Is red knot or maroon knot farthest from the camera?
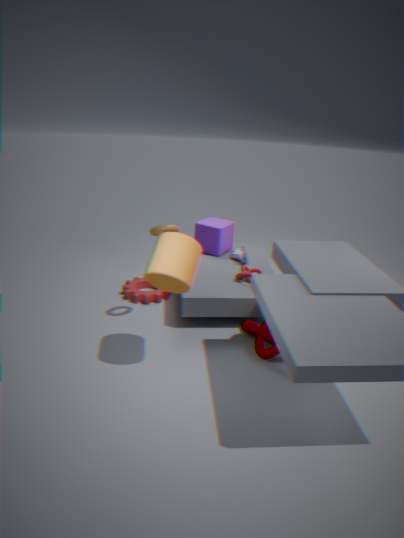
red knot
